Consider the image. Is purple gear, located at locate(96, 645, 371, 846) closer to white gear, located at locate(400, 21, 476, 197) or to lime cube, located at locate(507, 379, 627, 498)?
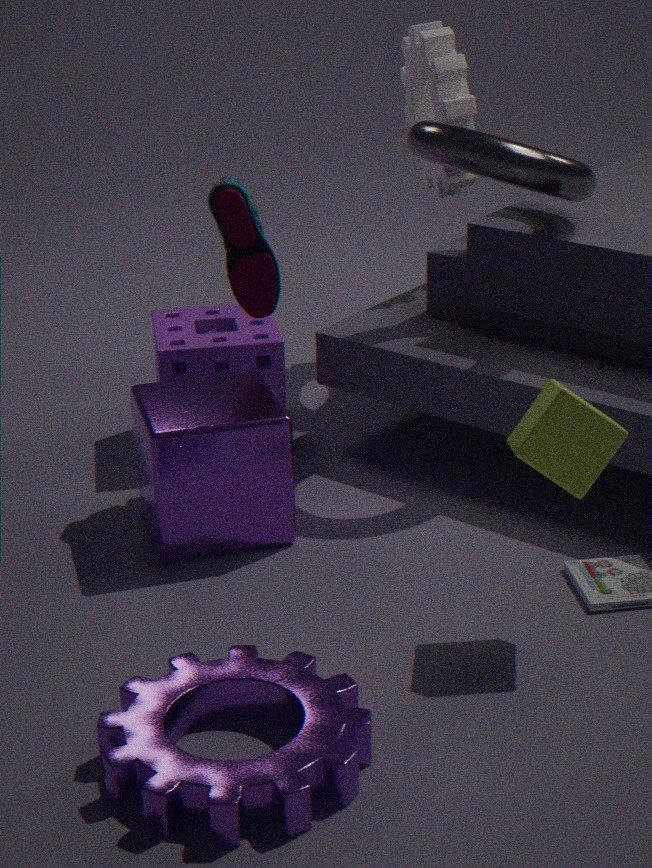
lime cube, located at locate(507, 379, 627, 498)
